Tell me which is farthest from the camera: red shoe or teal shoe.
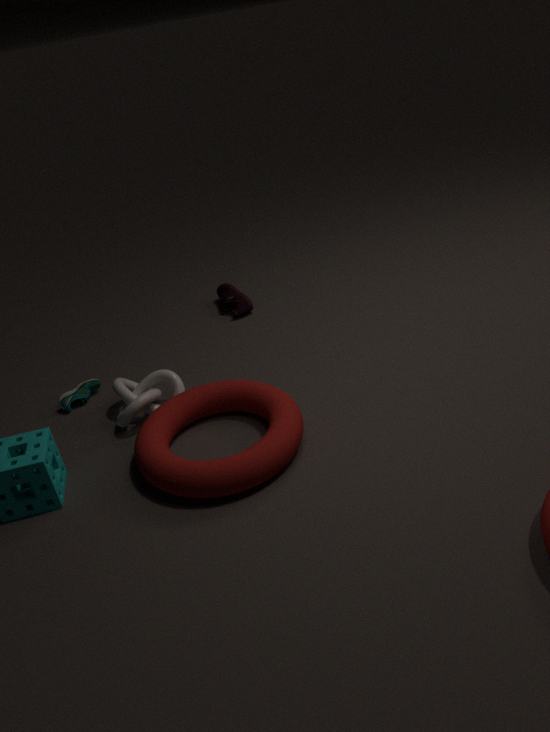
red shoe
